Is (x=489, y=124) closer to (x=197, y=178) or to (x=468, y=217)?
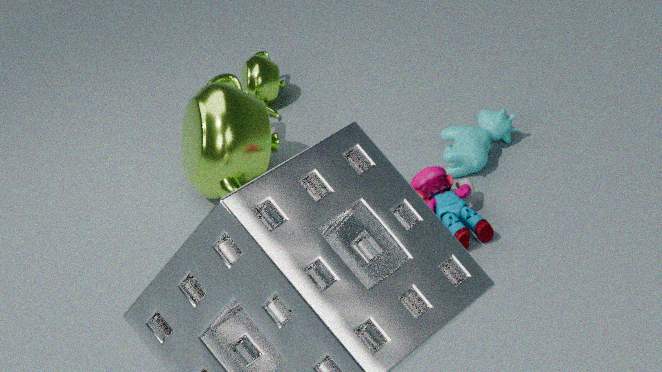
(x=468, y=217)
